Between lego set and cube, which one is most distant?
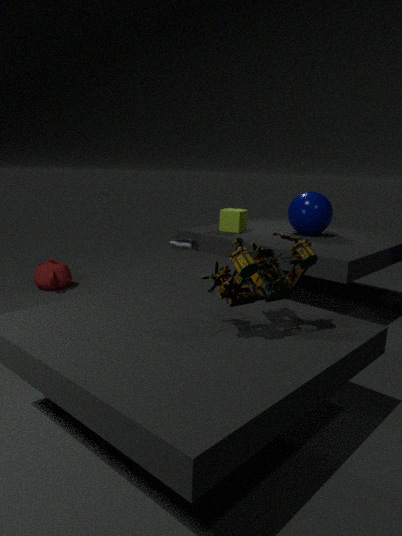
cube
